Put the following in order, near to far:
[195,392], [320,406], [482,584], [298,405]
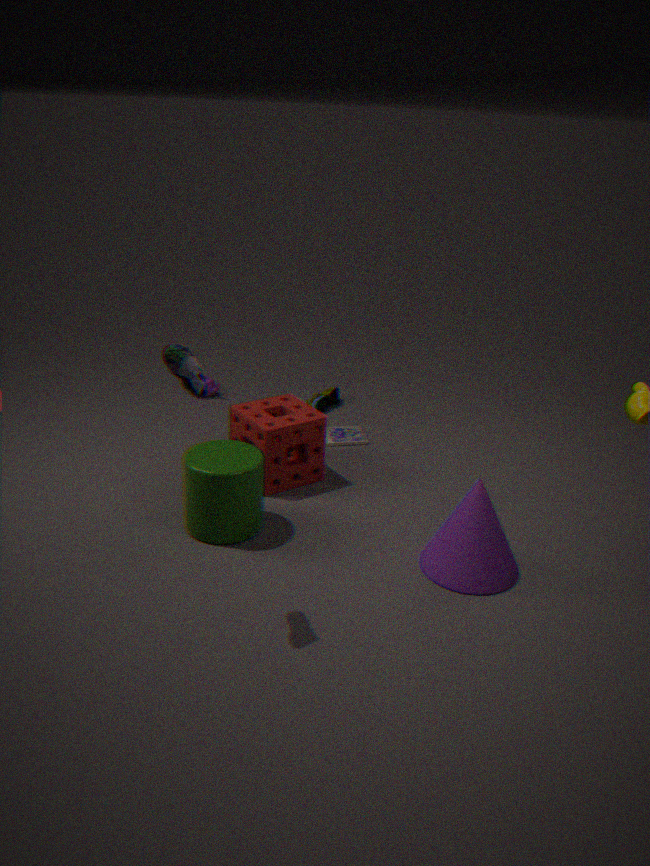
[195,392] < [482,584] < [298,405] < [320,406]
